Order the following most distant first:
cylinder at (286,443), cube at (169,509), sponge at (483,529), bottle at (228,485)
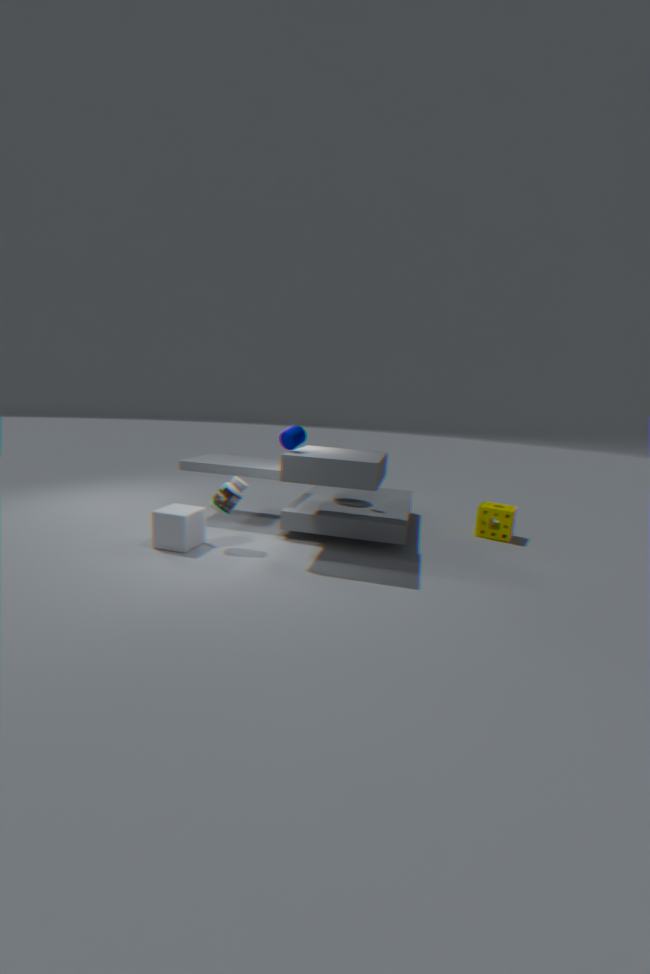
sponge at (483,529) < bottle at (228,485) < cube at (169,509) < cylinder at (286,443)
